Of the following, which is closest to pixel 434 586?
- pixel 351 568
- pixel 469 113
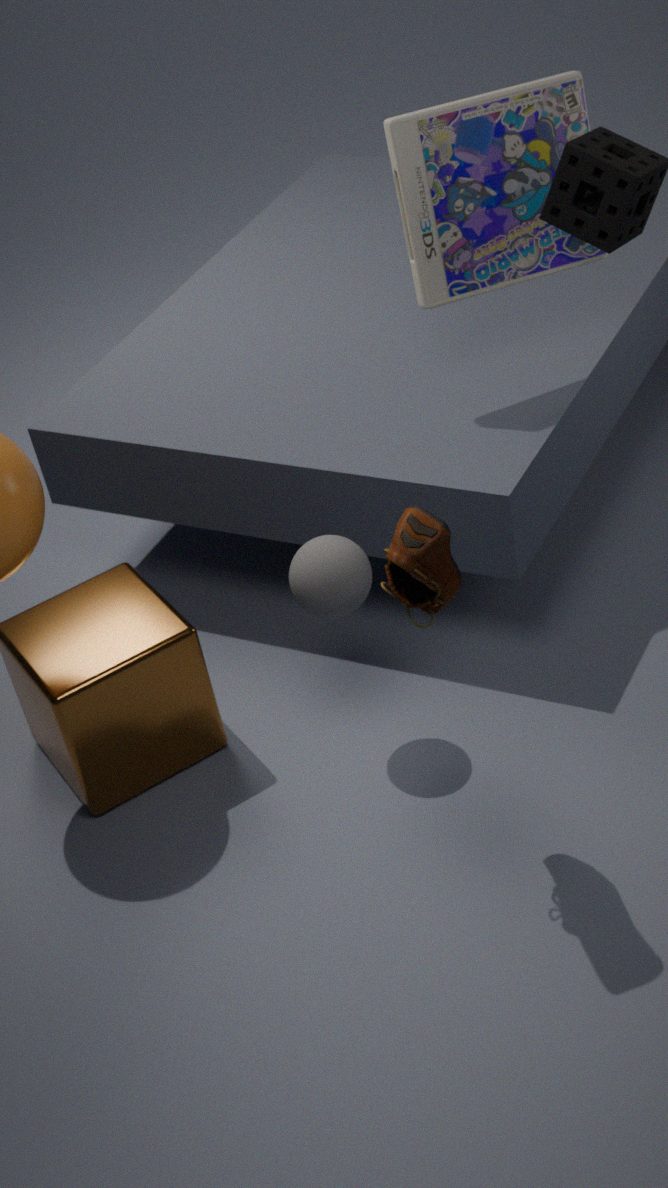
pixel 351 568
